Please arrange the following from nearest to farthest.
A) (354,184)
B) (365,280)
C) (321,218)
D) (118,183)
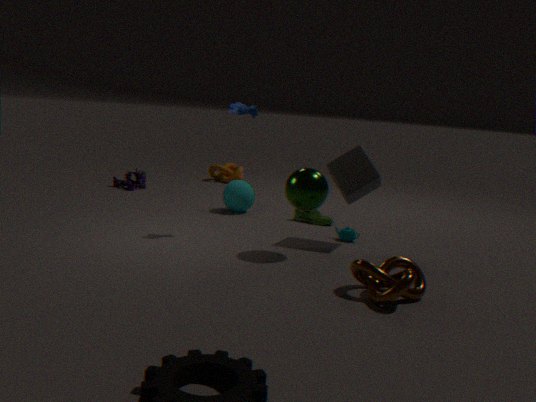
(365,280) → (354,184) → (321,218) → (118,183)
